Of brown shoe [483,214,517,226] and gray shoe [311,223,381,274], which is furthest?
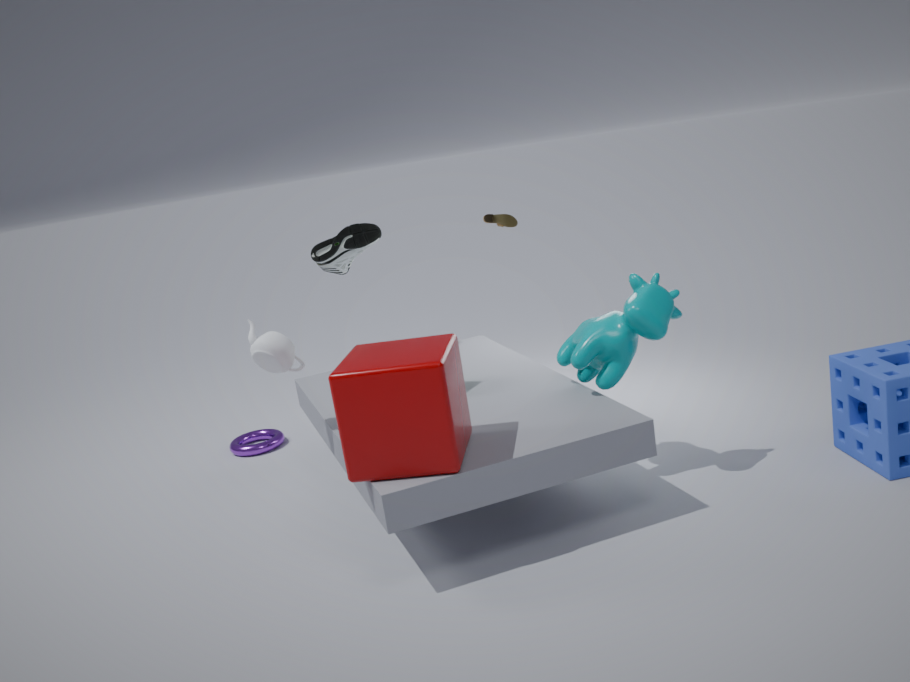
brown shoe [483,214,517,226]
